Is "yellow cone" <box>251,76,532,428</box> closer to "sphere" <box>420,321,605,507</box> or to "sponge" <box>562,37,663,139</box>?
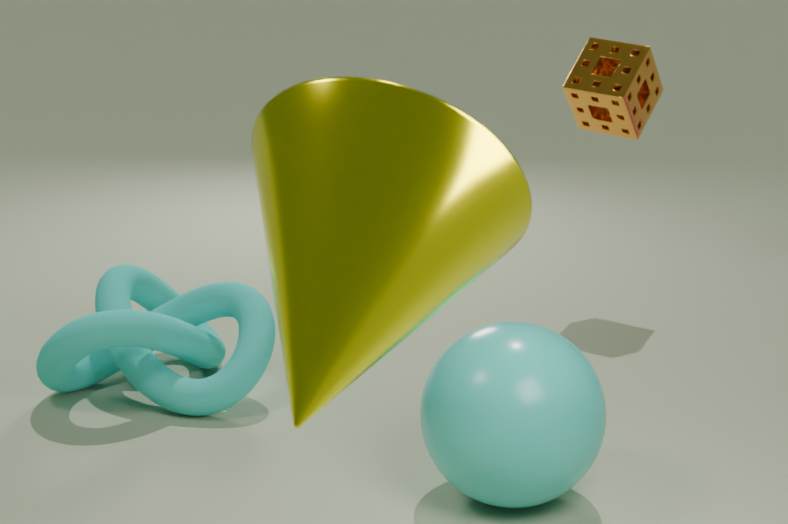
"sphere" <box>420,321,605,507</box>
